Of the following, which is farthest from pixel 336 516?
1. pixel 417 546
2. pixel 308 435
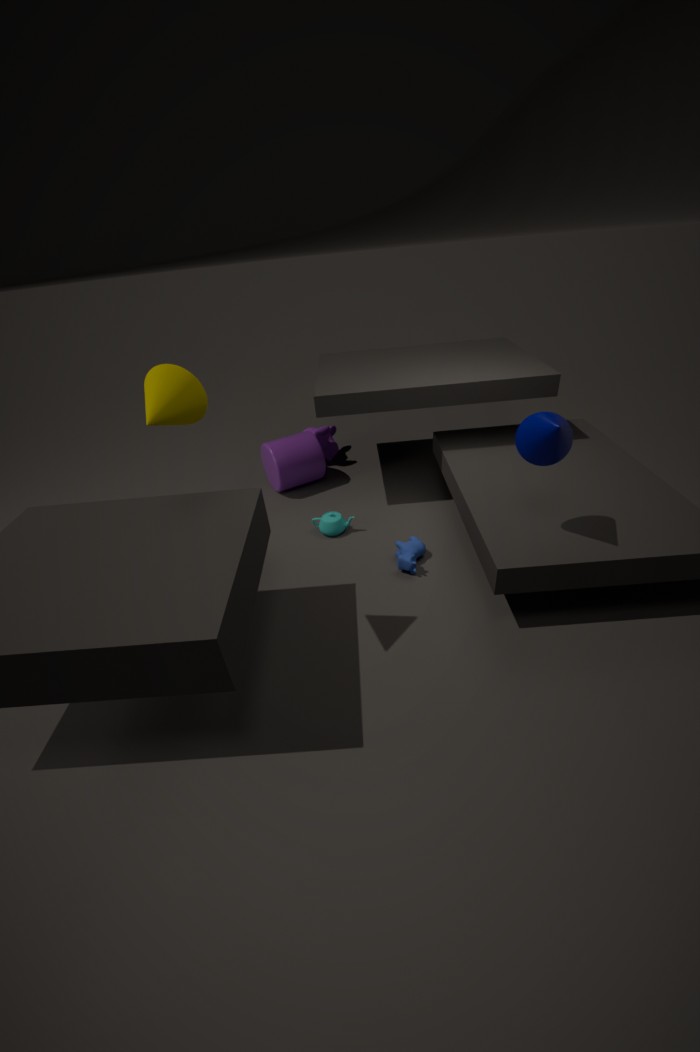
pixel 308 435
